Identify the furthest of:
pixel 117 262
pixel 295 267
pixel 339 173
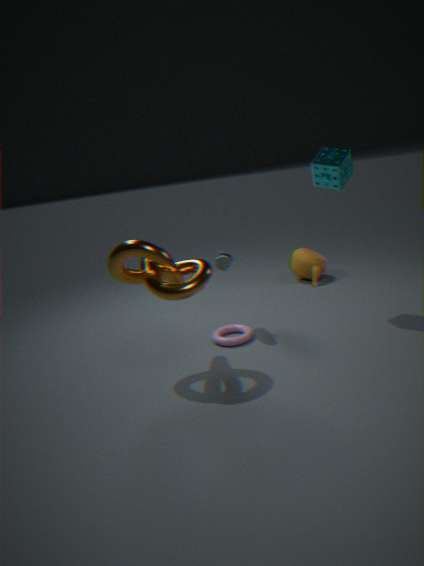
pixel 295 267
